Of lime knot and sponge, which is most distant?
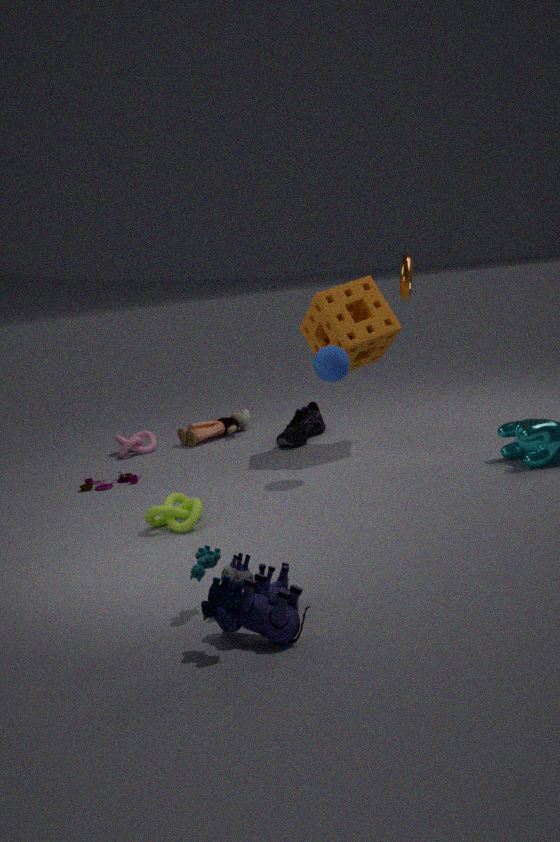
sponge
